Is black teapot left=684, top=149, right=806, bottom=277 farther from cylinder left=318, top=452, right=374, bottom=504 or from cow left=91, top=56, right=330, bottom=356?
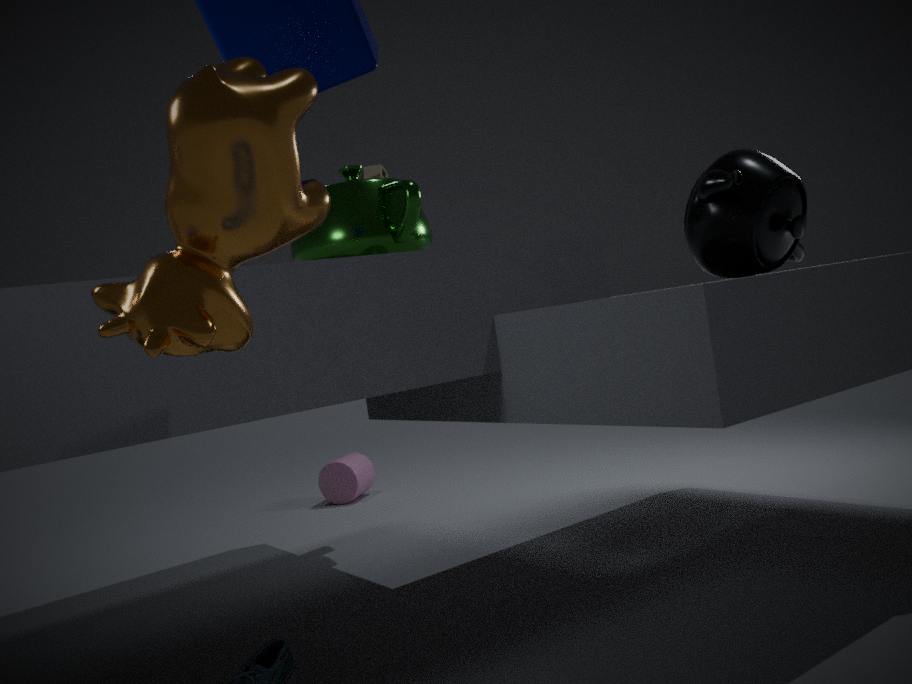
cylinder left=318, top=452, right=374, bottom=504
